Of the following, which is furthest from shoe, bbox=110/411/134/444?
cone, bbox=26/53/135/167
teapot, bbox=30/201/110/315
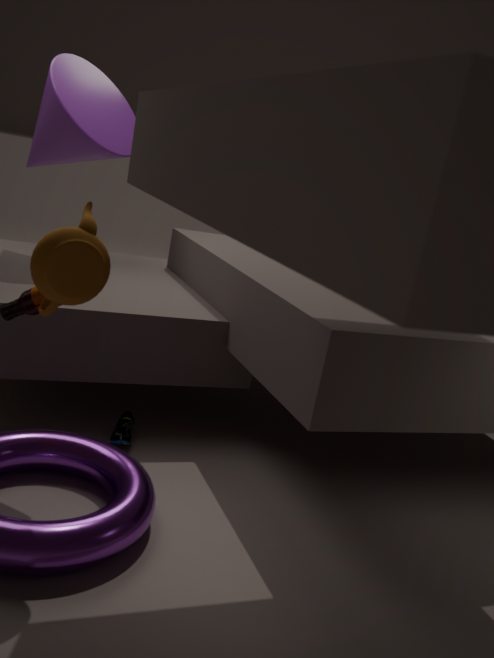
cone, bbox=26/53/135/167
